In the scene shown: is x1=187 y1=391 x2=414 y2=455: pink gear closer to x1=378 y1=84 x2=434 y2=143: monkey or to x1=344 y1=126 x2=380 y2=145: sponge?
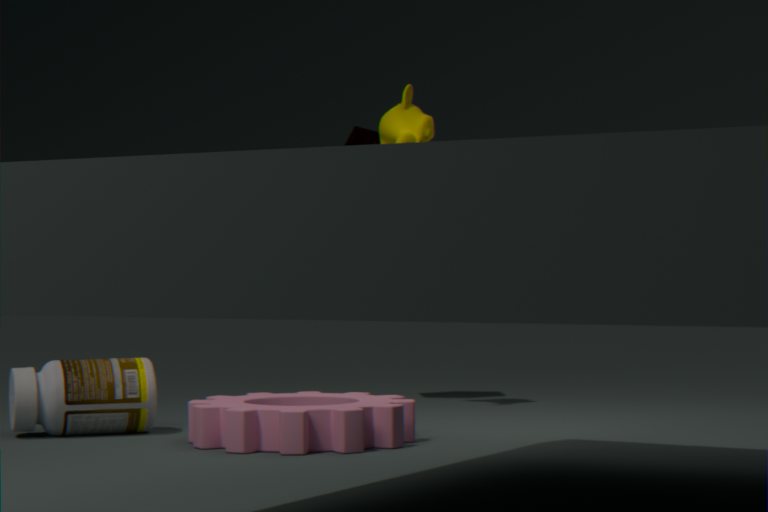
x1=378 y1=84 x2=434 y2=143: monkey
